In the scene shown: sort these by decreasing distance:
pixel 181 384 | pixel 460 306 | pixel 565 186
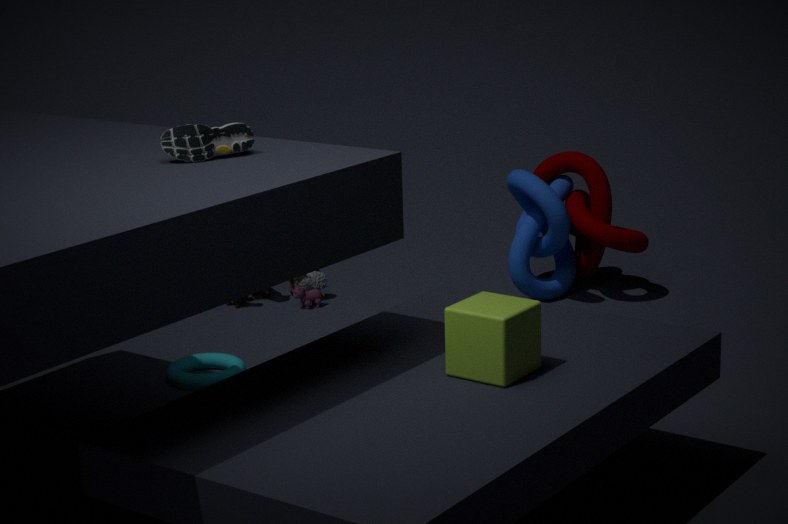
pixel 565 186 → pixel 181 384 → pixel 460 306
